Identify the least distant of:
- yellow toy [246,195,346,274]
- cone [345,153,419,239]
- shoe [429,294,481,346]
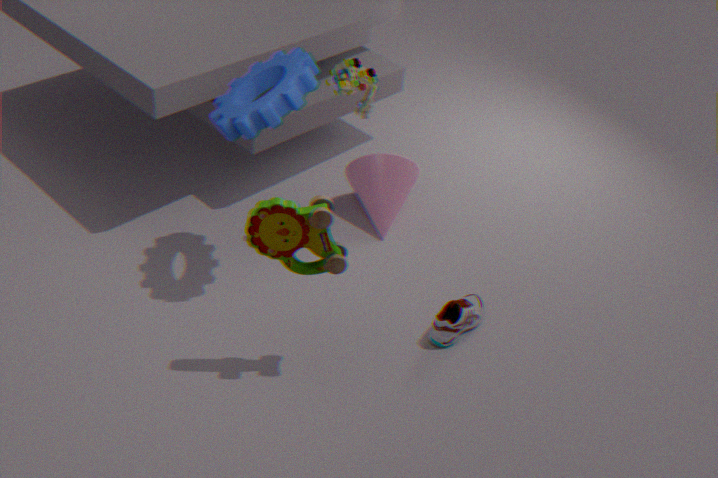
yellow toy [246,195,346,274]
